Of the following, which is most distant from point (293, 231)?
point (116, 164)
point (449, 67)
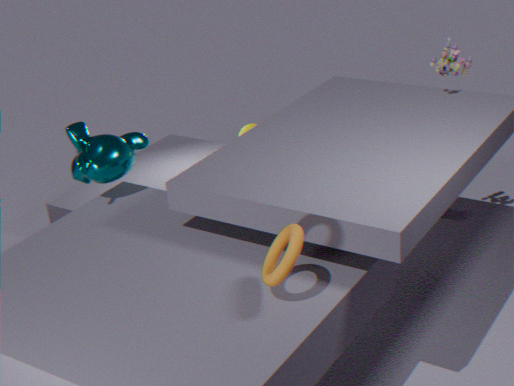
point (449, 67)
